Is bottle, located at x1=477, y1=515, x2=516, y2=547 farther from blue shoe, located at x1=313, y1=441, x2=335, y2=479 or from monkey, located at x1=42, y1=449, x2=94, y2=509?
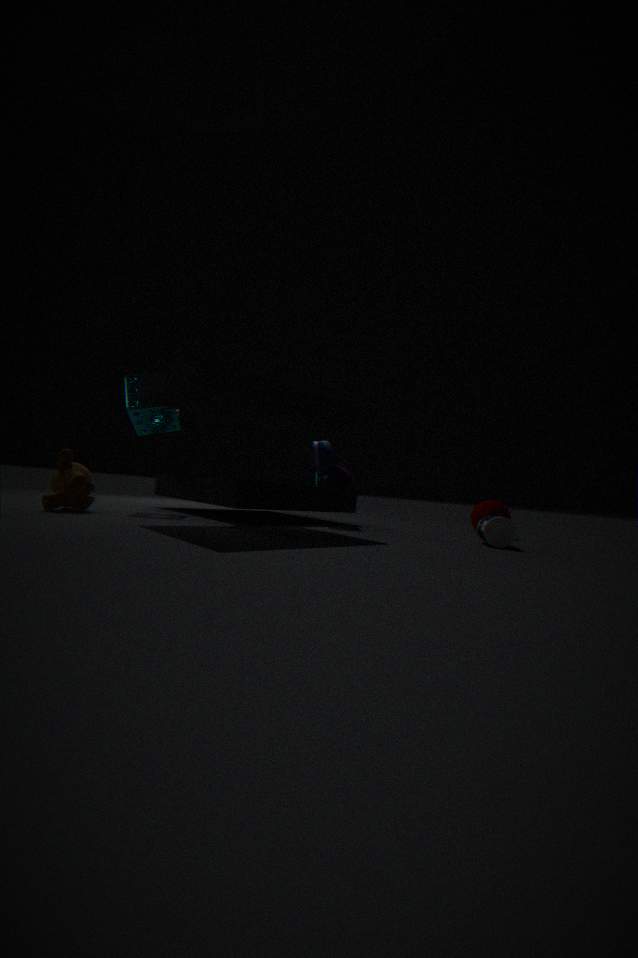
monkey, located at x1=42, y1=449, x2=94, y2=509
